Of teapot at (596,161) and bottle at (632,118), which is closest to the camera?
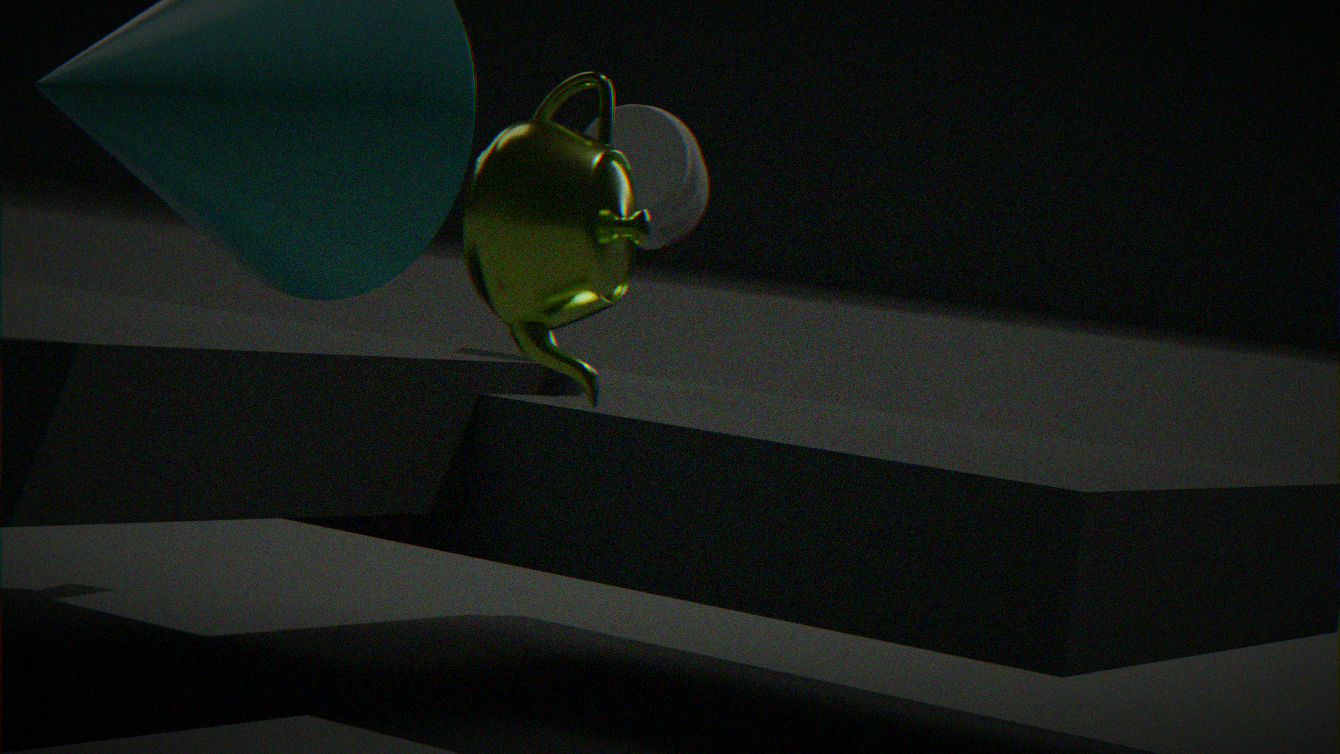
teapot at (596,161)
